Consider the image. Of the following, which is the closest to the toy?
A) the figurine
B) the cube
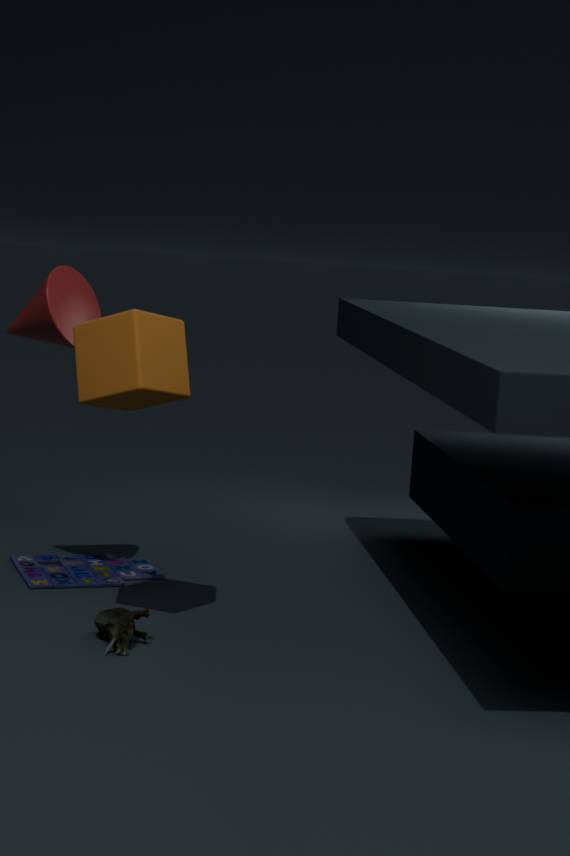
the figurine
